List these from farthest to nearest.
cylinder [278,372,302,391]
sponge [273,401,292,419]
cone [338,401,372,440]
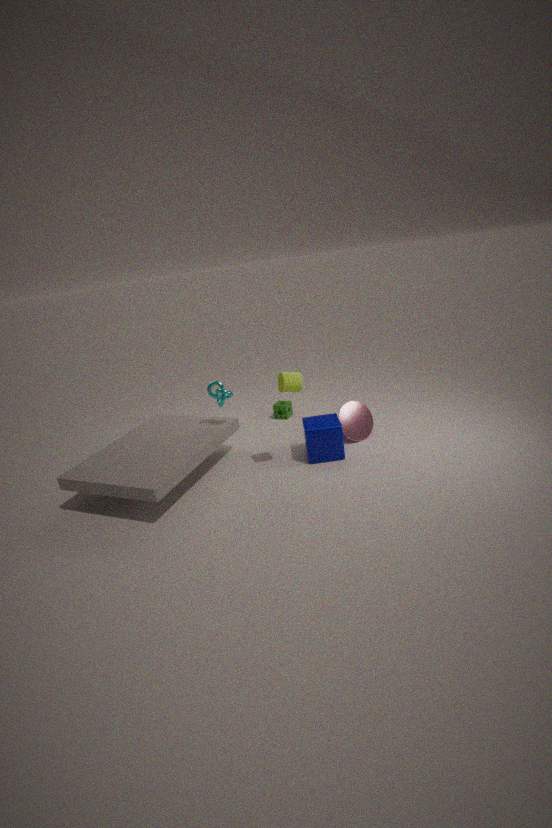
sponge [273,401,292,419] → cone [338,401,372,440] → cylinder [278,372,302,391]
